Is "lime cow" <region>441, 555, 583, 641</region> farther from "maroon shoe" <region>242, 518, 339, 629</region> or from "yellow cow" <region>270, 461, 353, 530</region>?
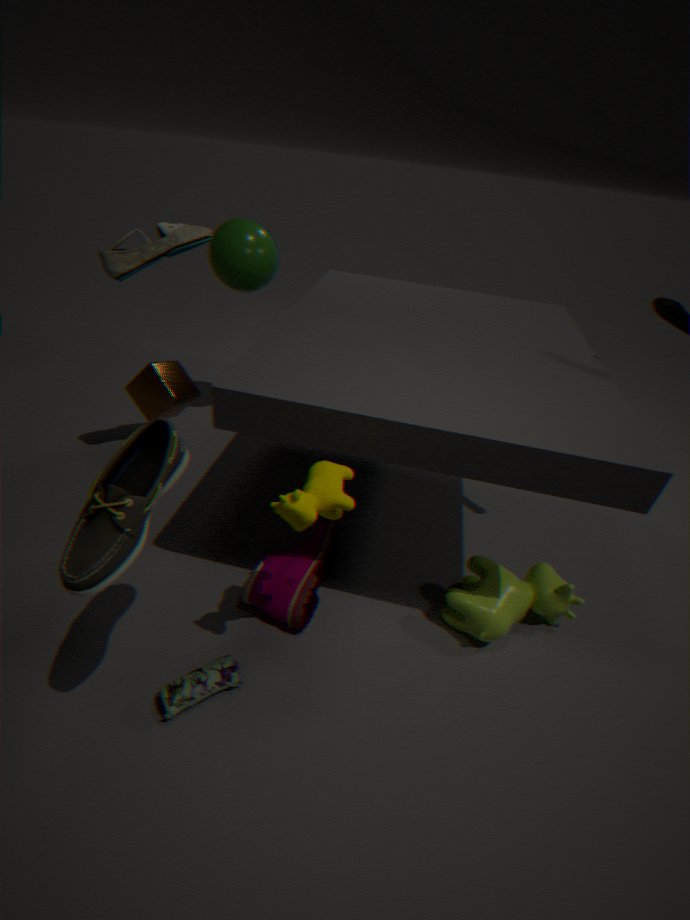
"yellow cow" <region>270, 461, 353, 530</region>
